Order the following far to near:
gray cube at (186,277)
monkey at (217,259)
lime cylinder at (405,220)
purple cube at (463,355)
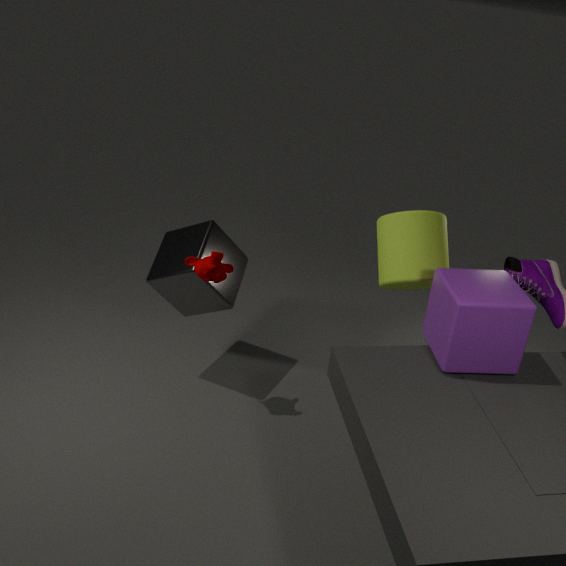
gray cube at (186,277) < monkey at (217,259) < lime cylinder at (405,220) < purple cube at (463,355)
